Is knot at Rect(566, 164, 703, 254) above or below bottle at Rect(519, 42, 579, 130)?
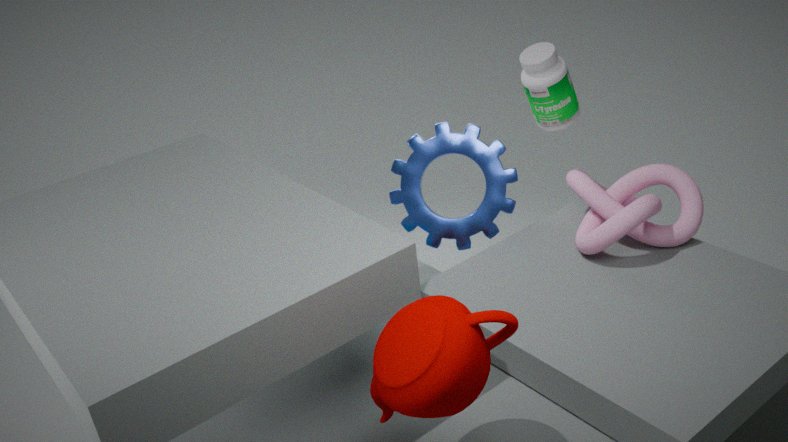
below
